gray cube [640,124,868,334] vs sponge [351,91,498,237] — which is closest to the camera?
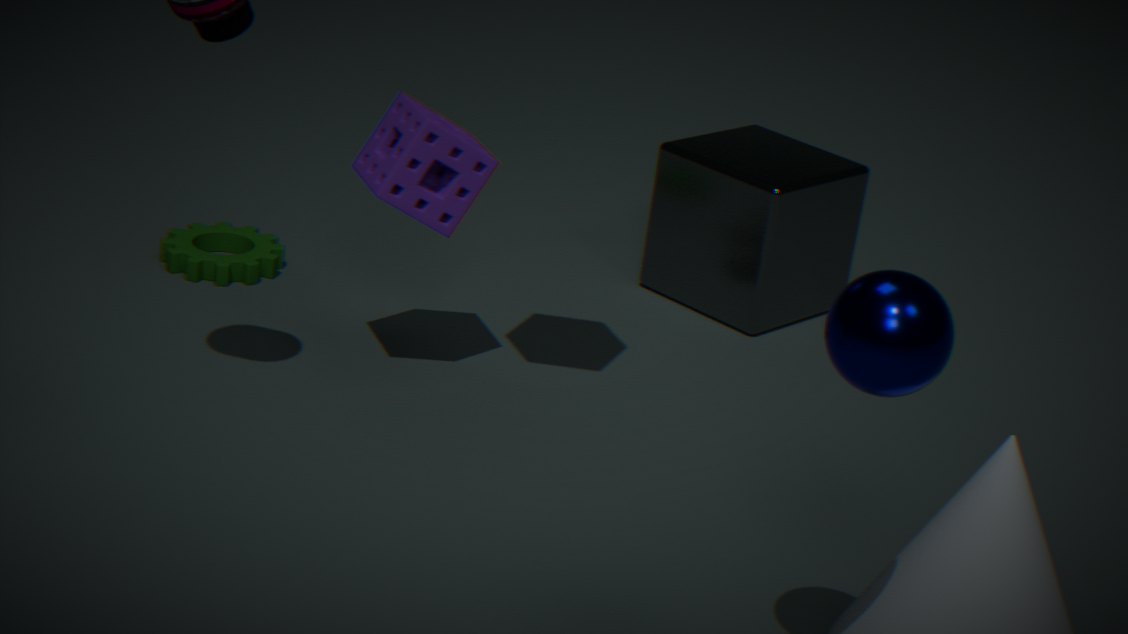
sponge [351,91,498,237]
